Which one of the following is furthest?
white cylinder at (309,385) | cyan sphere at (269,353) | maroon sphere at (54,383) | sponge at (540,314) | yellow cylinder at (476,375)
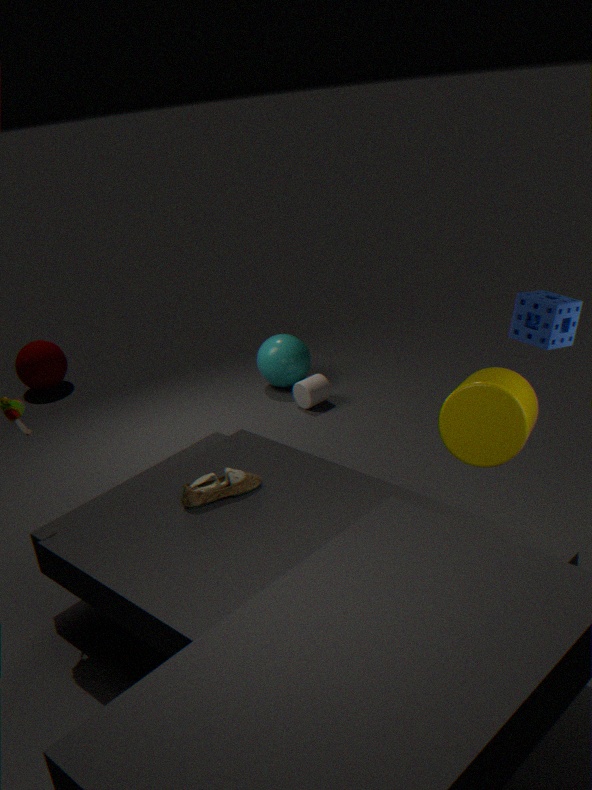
maroon sphere at (54,383)
